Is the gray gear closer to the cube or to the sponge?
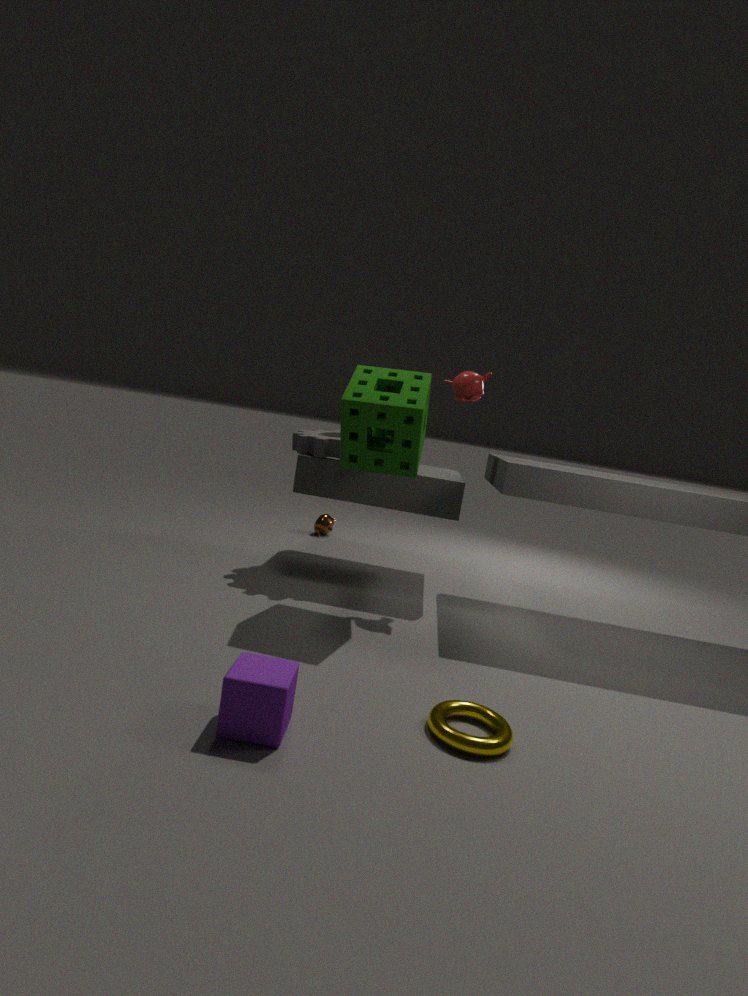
the sponge
